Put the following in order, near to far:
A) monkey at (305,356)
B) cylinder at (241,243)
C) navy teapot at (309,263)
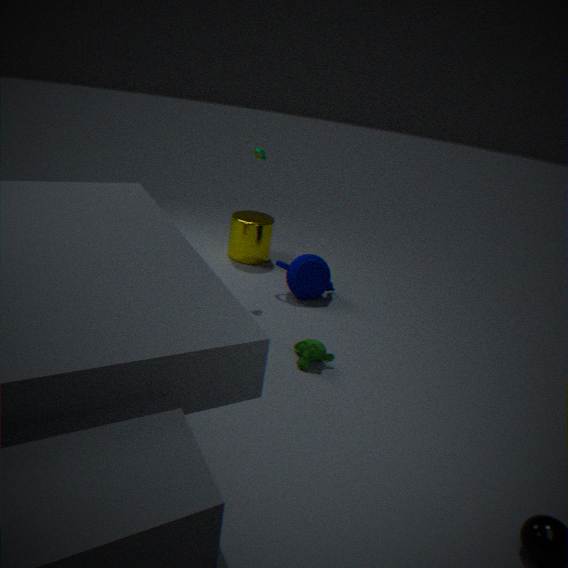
monkey at (305,356) < navy teapot at (309,263) < cylinder at (241,243)
